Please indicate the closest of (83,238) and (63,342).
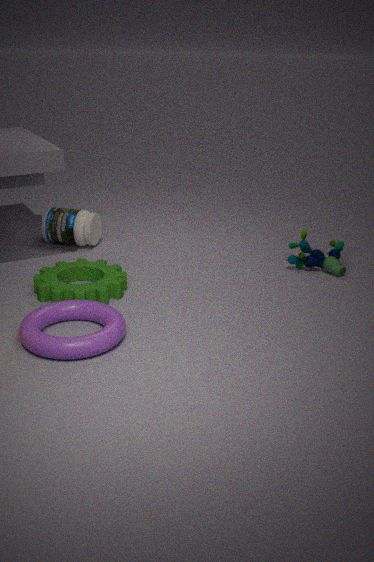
(63,342)
